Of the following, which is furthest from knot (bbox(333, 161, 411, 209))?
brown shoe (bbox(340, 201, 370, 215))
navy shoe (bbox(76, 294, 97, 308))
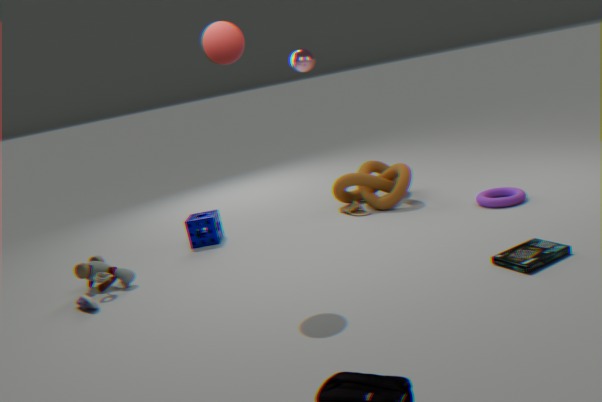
navy shoe (bbox(76, 294, 97, 308))
